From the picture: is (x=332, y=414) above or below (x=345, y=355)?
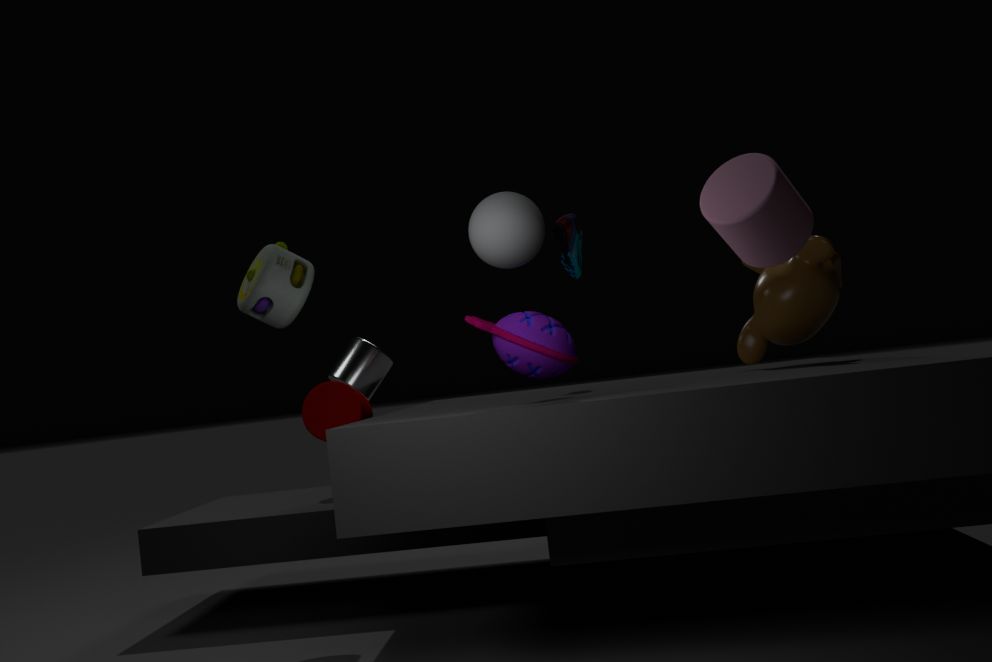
below
